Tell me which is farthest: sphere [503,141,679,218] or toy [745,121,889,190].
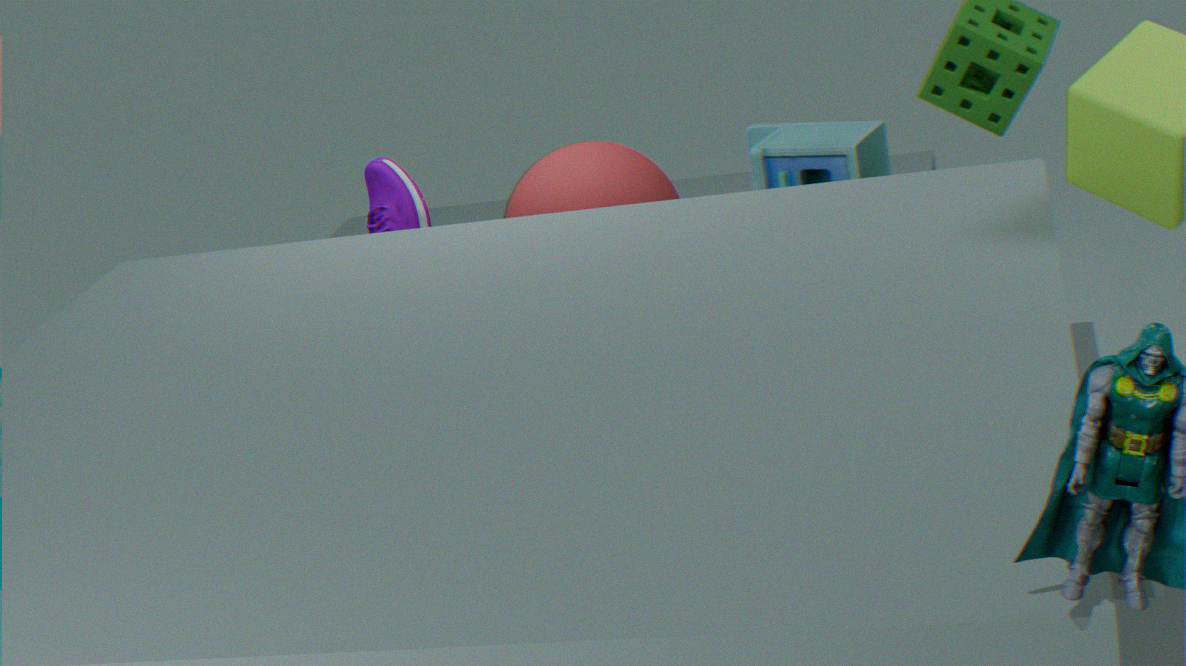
toy [745,121,889,190]
